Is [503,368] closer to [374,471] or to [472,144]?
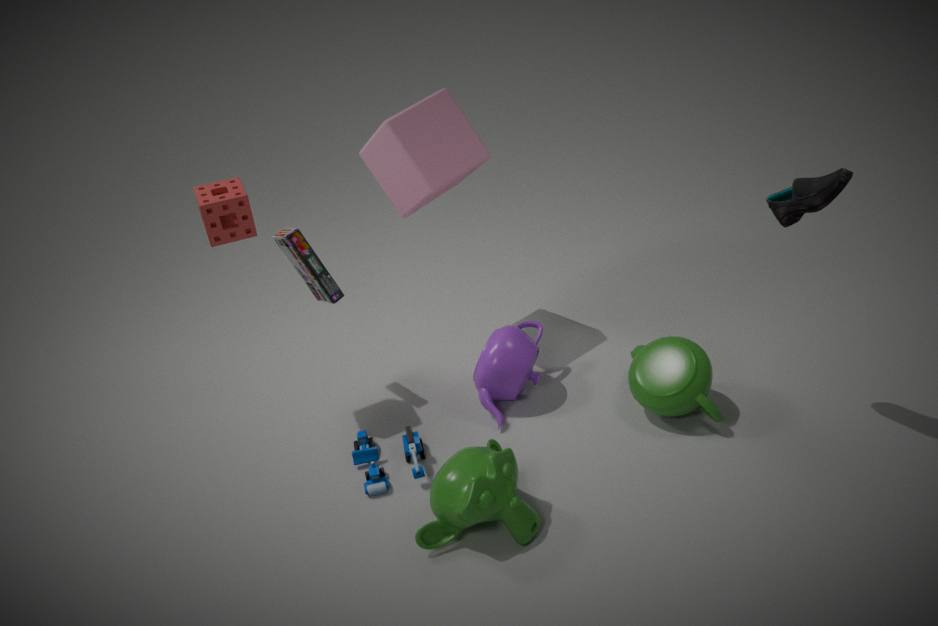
[374,471]
